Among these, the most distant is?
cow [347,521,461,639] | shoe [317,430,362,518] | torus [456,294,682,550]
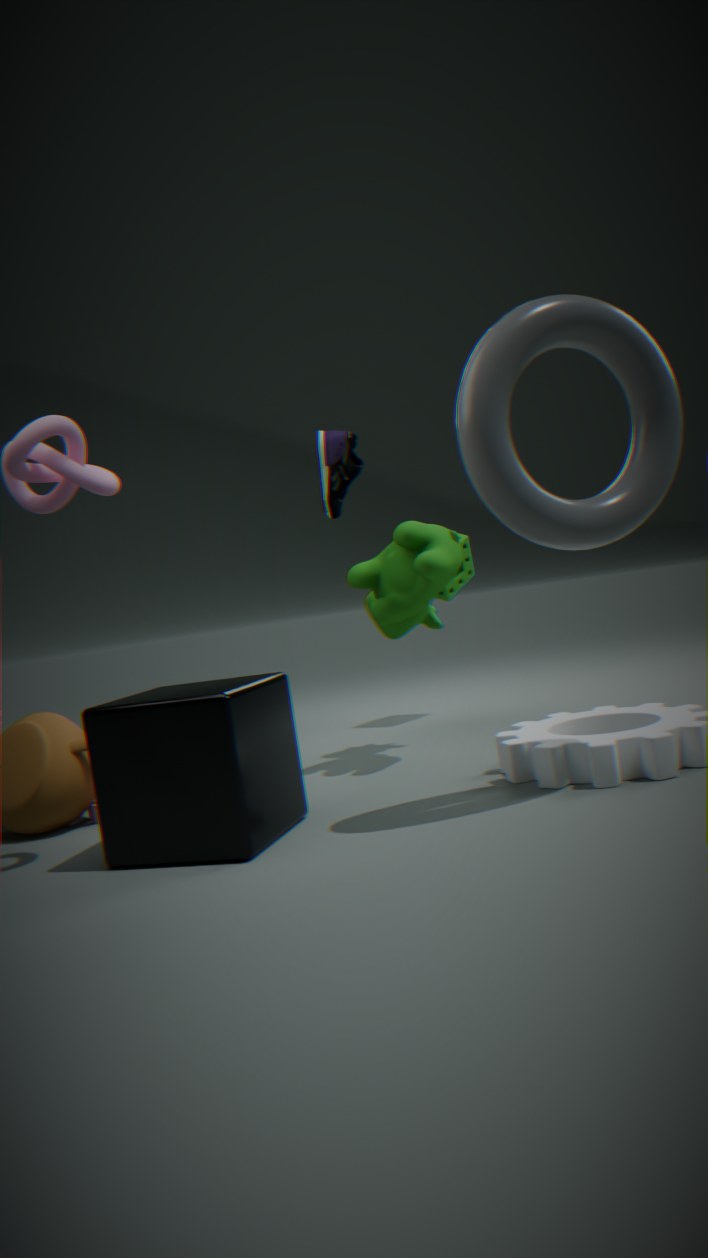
shoe [317,430,362,518]
